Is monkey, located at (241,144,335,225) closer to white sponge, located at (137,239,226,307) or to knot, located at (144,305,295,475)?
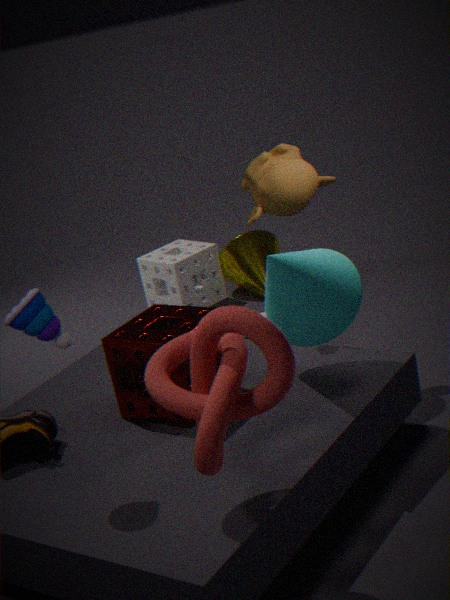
knot, located at (144,305,295,475)
